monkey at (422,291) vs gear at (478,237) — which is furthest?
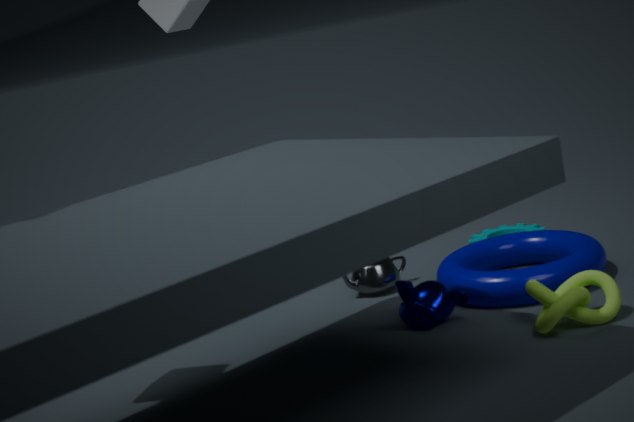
gear at (478,237)
